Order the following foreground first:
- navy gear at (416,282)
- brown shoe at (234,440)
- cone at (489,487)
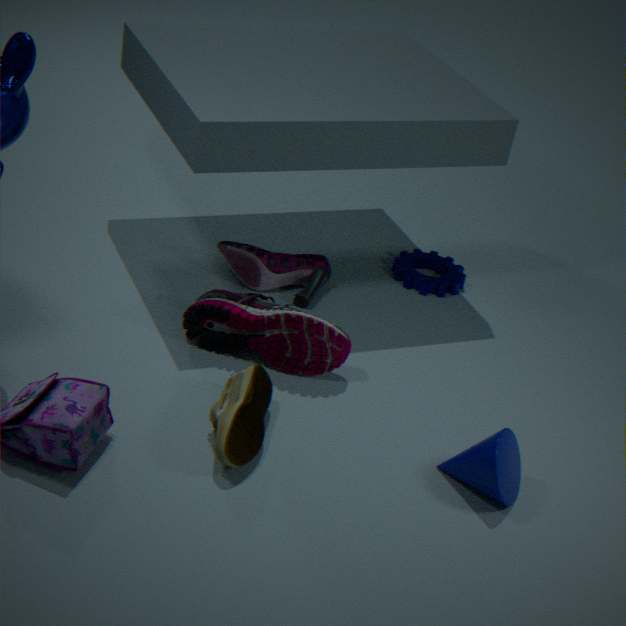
brown shoe at (234,440), cone at (489,487), navy gear at (416,282)
